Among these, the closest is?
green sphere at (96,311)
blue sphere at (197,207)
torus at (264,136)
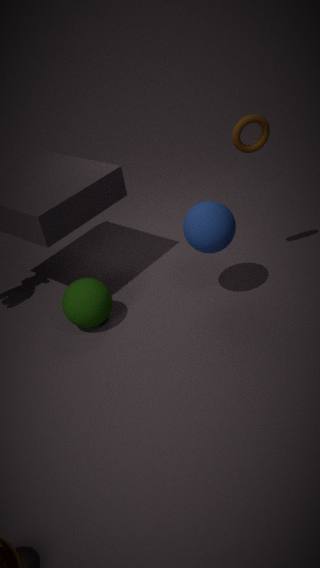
blue sphere at (197,207)
